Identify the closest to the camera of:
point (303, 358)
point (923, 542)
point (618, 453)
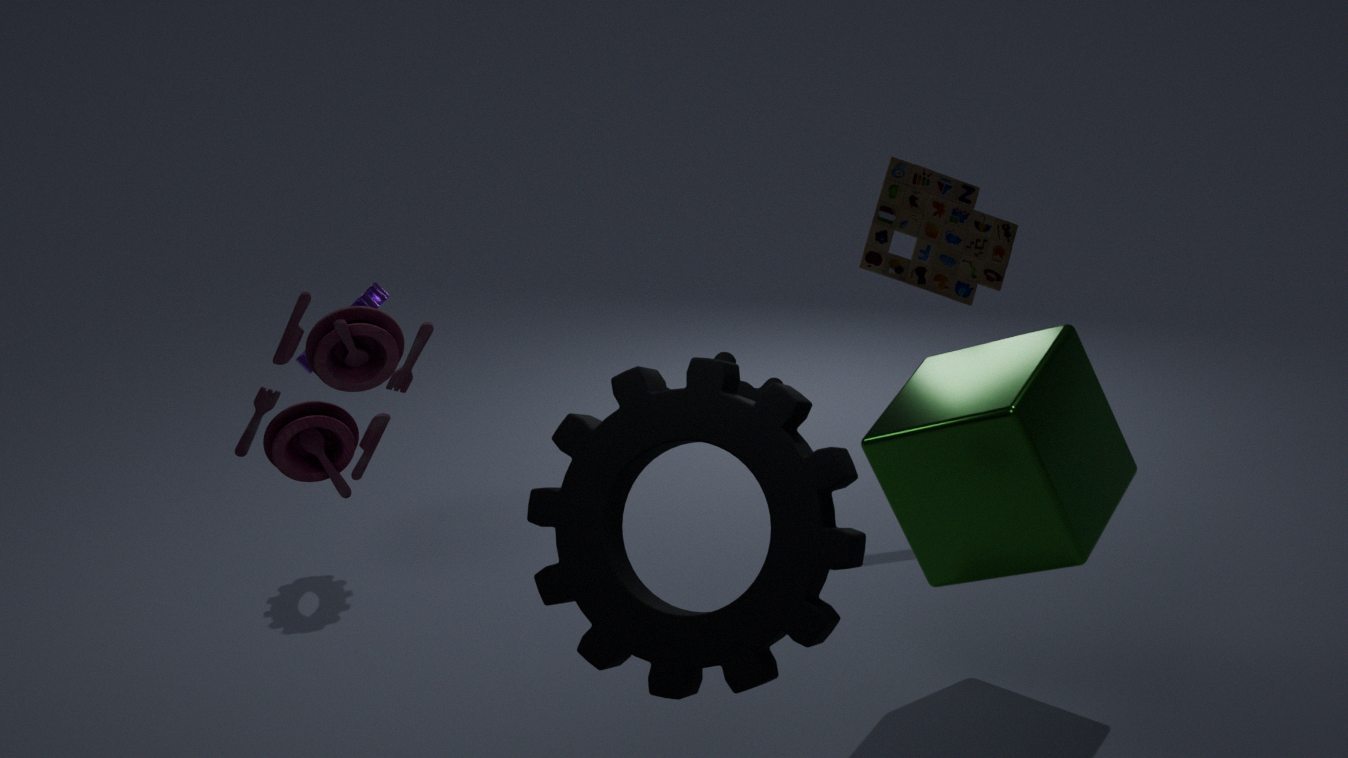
point (618, 453)
